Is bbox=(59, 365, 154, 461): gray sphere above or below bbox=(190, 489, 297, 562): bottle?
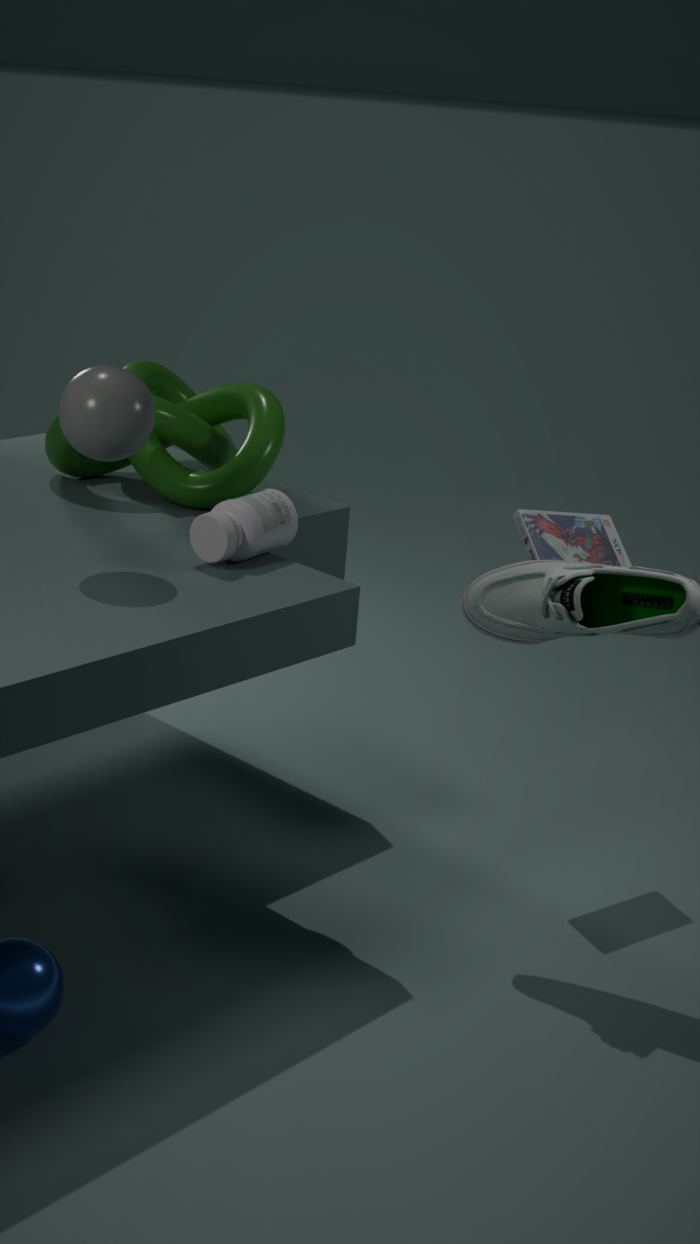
Result: above
